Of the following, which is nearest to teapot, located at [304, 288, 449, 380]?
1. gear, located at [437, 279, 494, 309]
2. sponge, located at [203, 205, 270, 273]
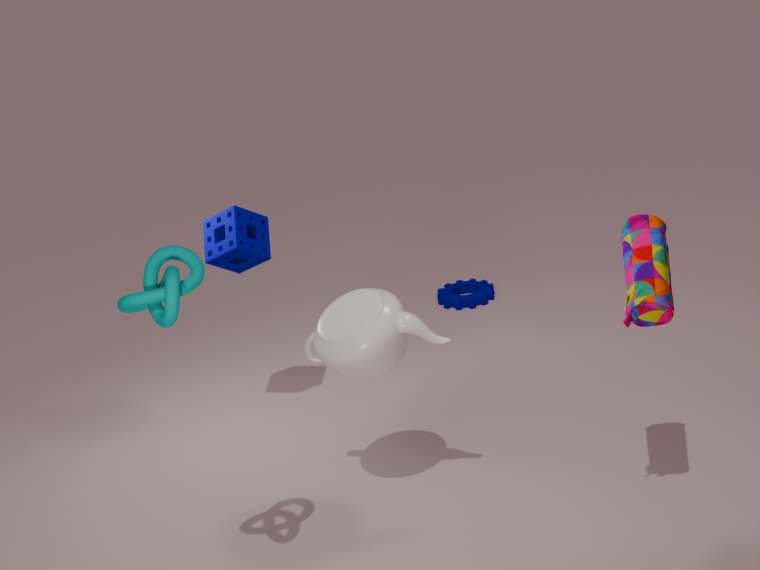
sponge, located at [203, 205, 270, 273]
